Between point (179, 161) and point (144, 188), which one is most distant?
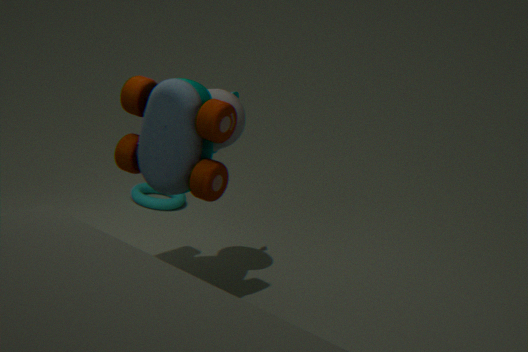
point (144, 188)
